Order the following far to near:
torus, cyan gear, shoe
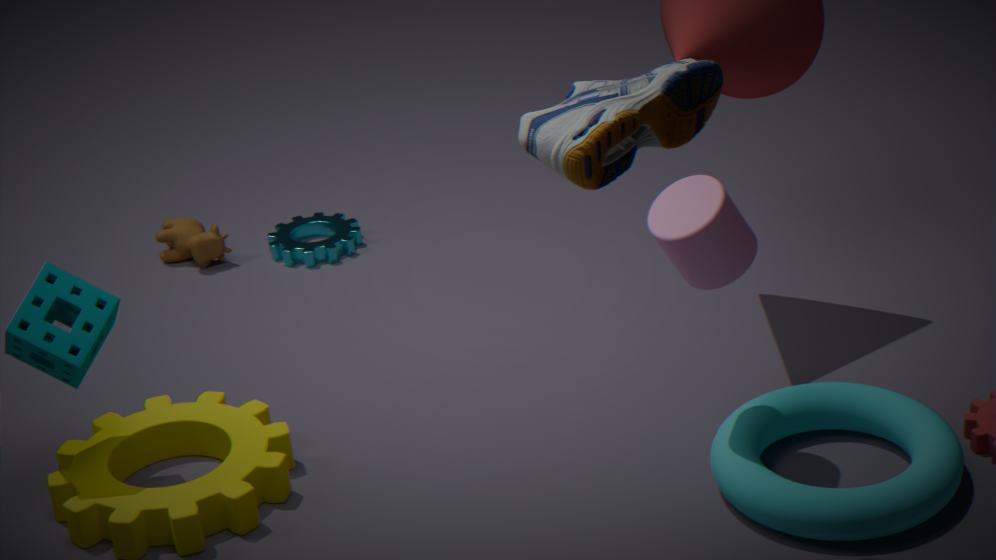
cyan gear
torus
shoe
